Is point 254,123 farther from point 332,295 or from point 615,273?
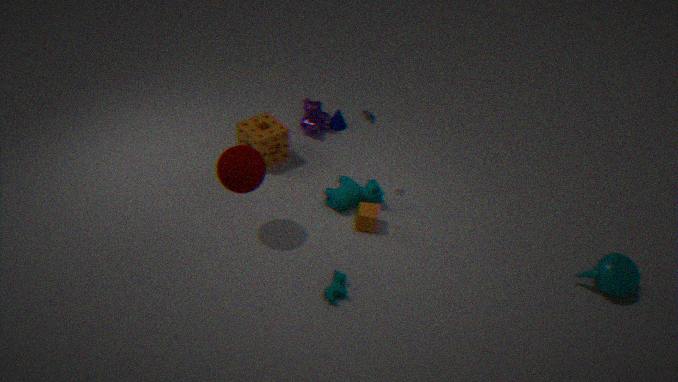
point 615,273
